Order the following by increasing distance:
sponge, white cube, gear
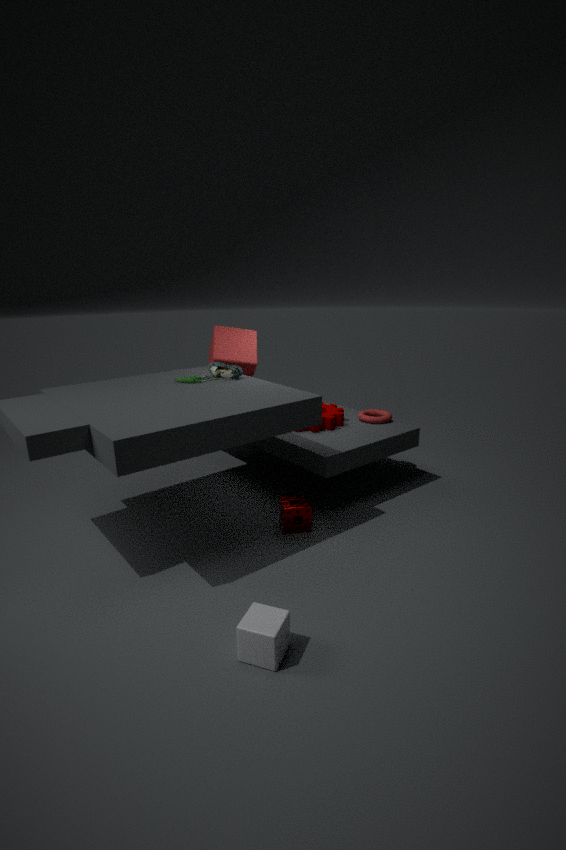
1. white cube
2. sponge
3. gear
